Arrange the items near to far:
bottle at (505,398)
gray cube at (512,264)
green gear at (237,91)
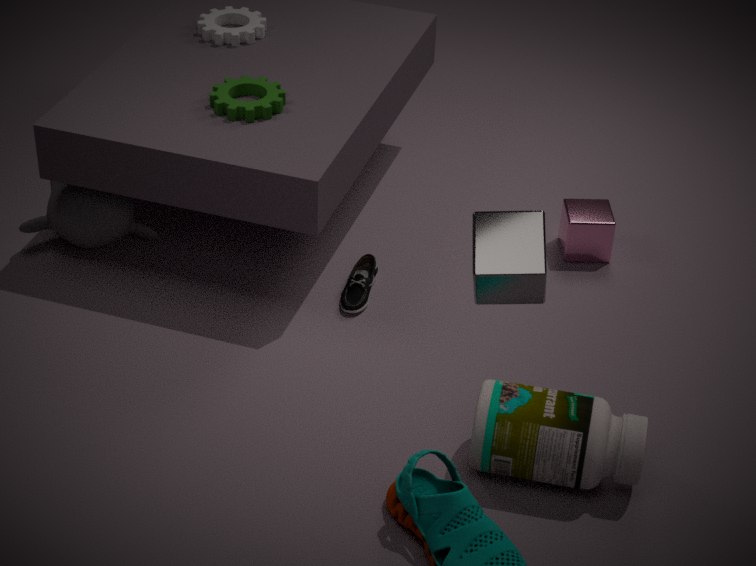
gray cube at (512,264), bottle at (505,398), green gear at (237,91)
